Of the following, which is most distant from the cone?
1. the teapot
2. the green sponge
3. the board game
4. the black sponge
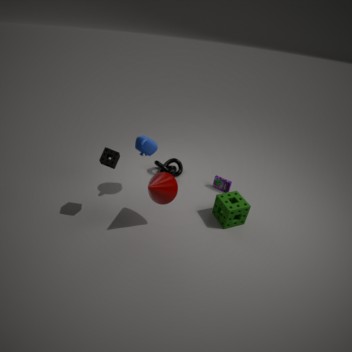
the board game
